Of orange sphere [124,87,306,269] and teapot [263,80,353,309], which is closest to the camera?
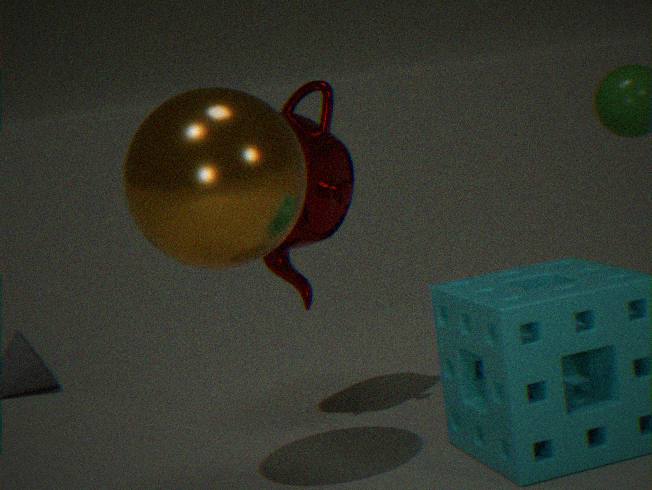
orange sphere [124,87,306,269]
